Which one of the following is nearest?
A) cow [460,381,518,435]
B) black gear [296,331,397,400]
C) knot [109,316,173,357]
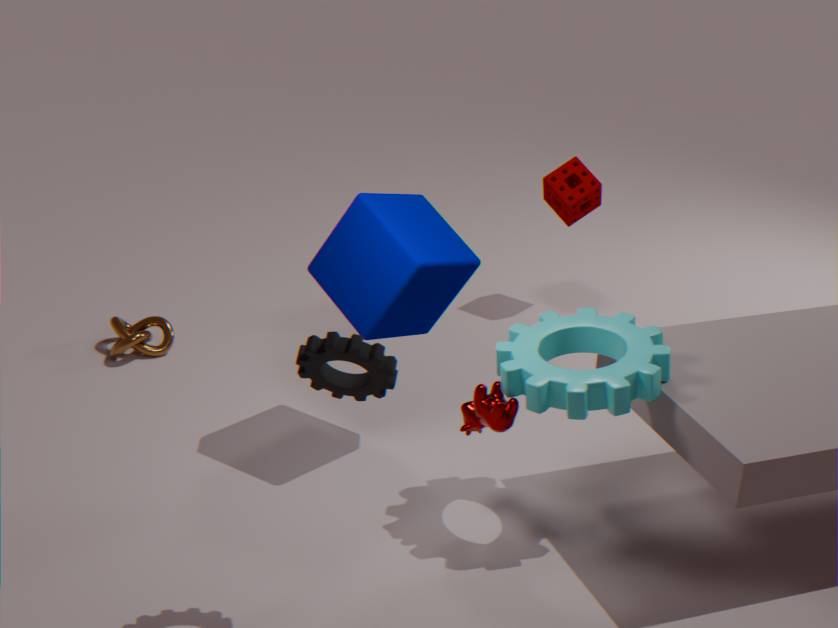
black gear [296,331,397,400]
